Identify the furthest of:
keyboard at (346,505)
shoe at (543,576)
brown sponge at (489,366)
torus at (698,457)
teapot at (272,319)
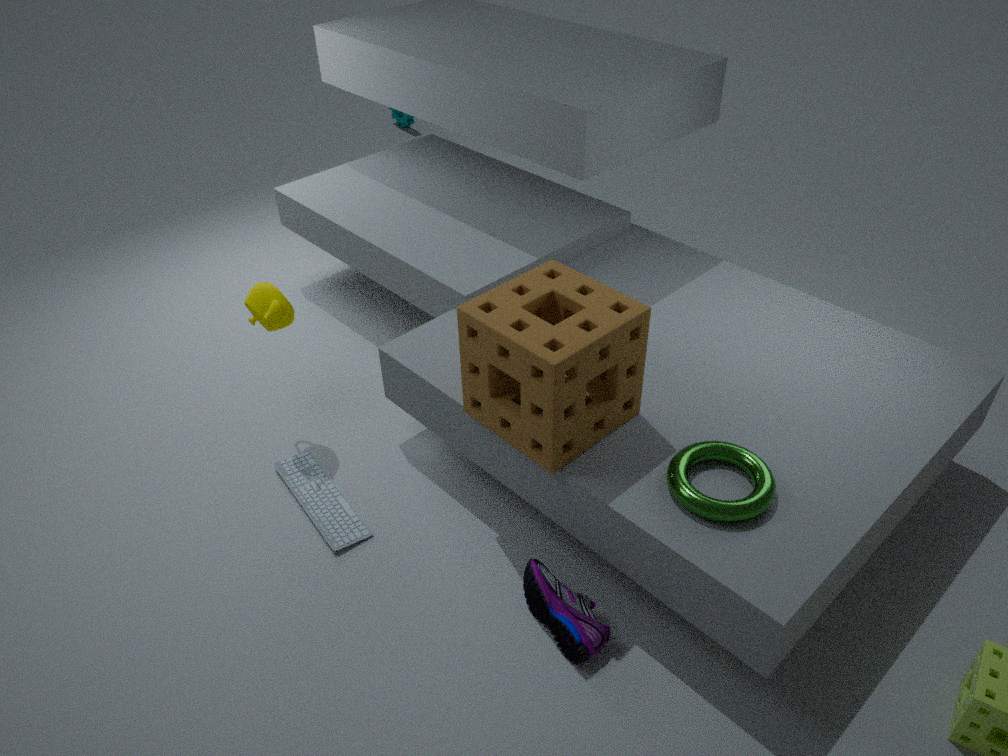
teapot at (272,319)
